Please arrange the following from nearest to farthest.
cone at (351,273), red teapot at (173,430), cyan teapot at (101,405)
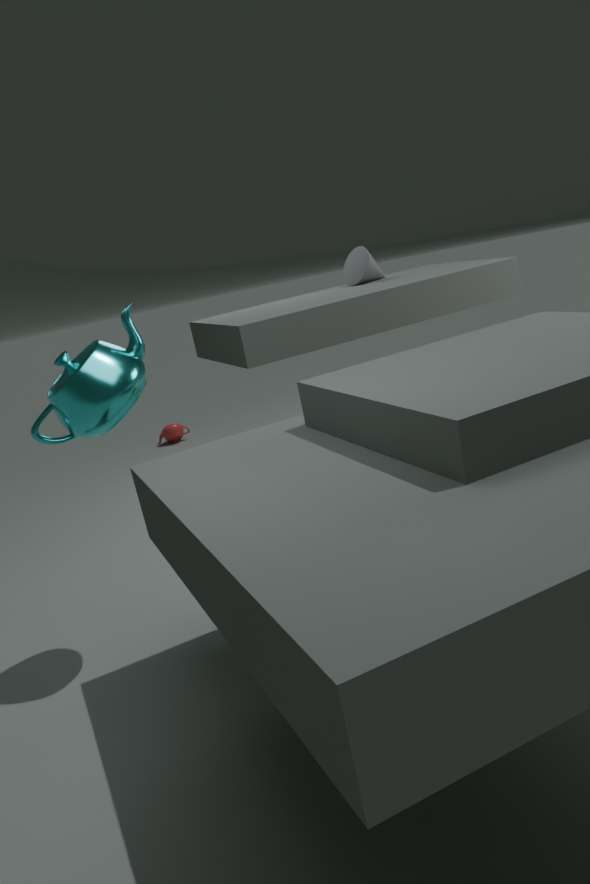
cyan teapot at (101,405) → cone at (351,273) → red teapot at (173,430)
